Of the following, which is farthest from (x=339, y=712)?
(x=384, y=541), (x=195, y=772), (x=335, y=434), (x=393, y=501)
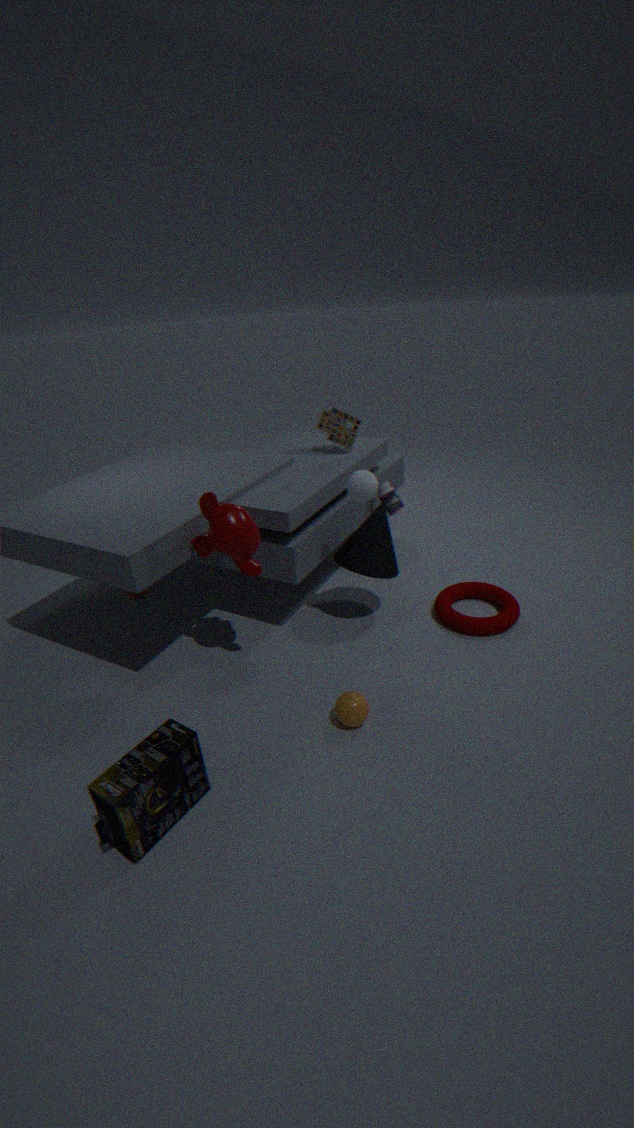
(x=335, y=434)
